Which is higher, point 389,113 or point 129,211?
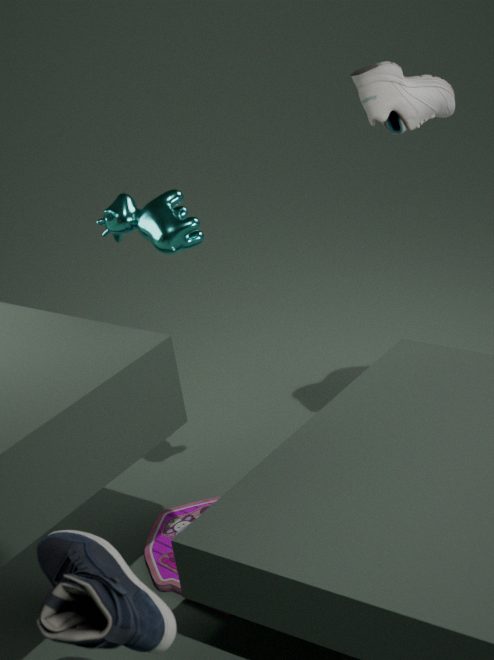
point 389,113
